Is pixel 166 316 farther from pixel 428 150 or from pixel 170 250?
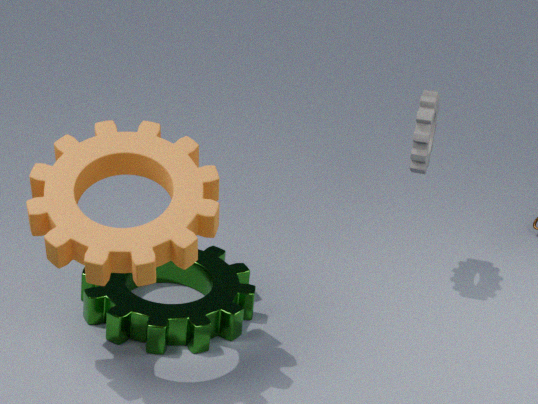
pixel 428 150
